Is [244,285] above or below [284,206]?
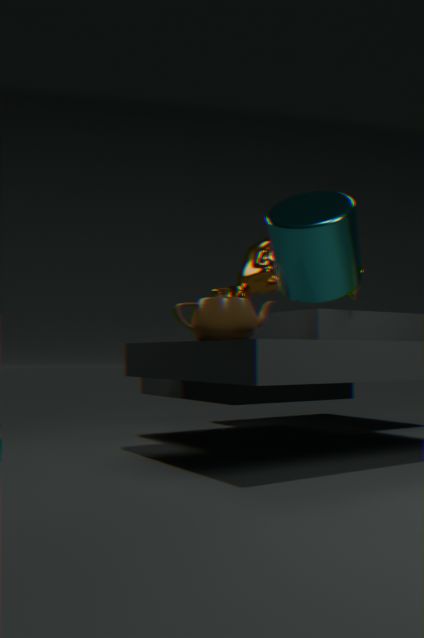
below
